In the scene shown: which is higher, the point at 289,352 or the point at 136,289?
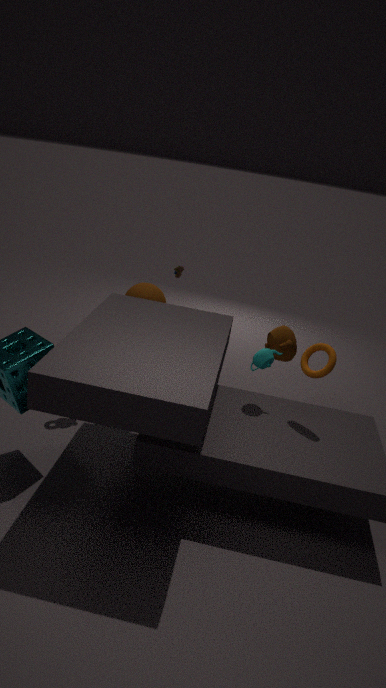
the point at 136,289
